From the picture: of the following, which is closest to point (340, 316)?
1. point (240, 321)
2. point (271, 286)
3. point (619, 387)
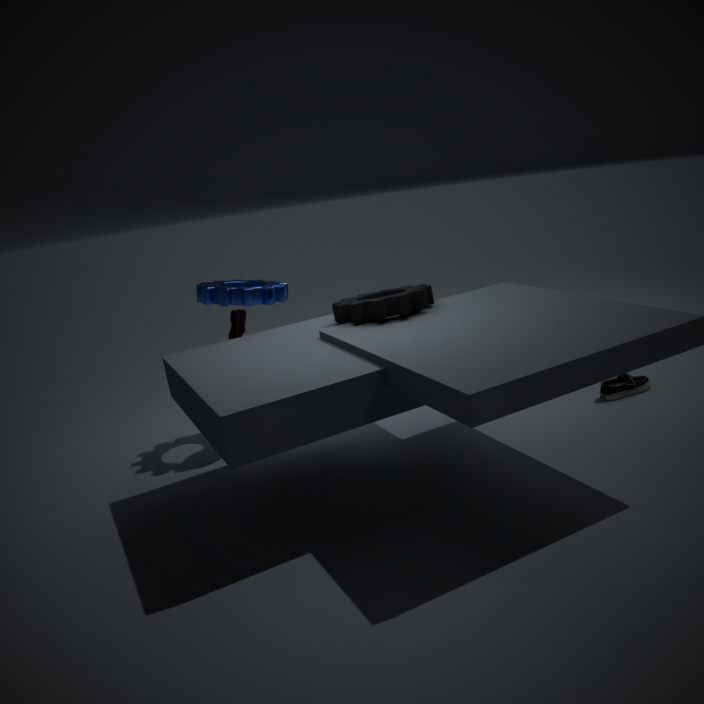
point (271, 286)
